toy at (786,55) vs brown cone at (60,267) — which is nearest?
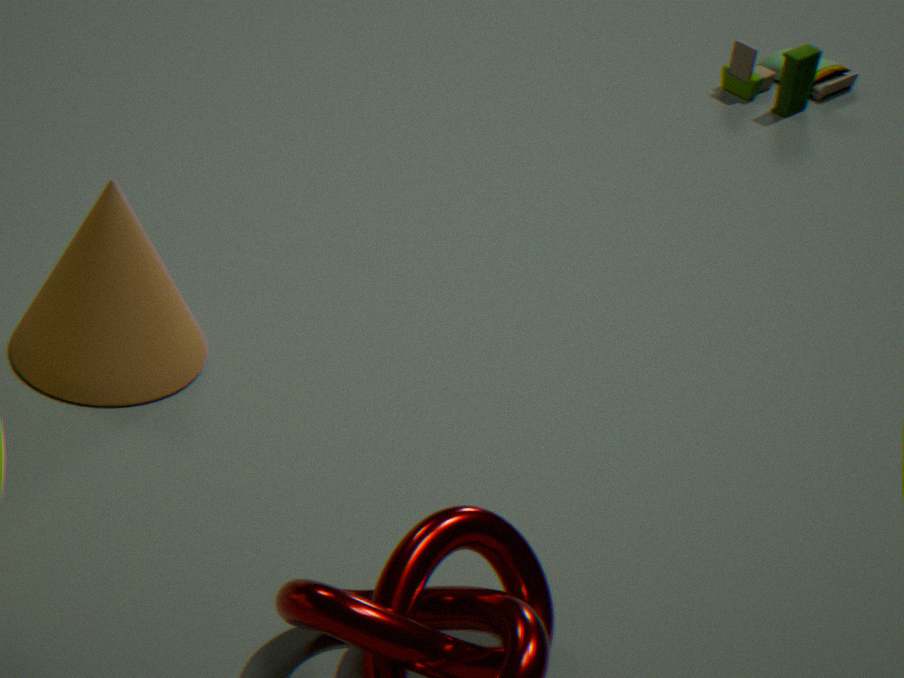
brown cone at (60,267)
